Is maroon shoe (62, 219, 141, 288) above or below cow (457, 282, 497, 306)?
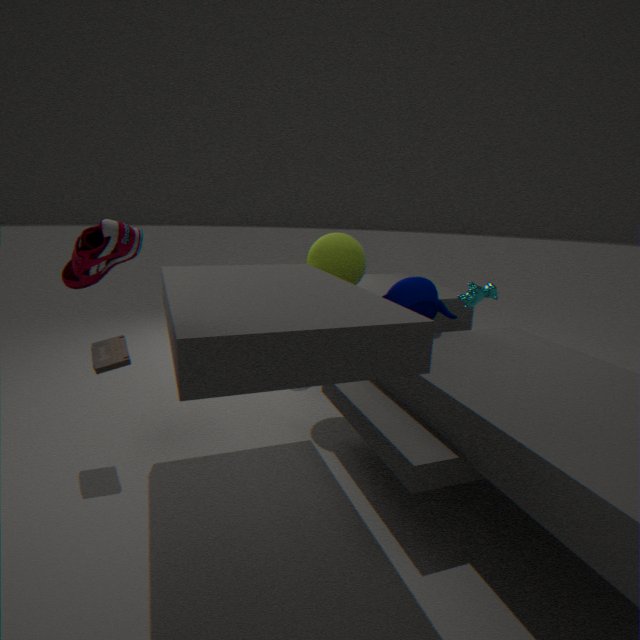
above
